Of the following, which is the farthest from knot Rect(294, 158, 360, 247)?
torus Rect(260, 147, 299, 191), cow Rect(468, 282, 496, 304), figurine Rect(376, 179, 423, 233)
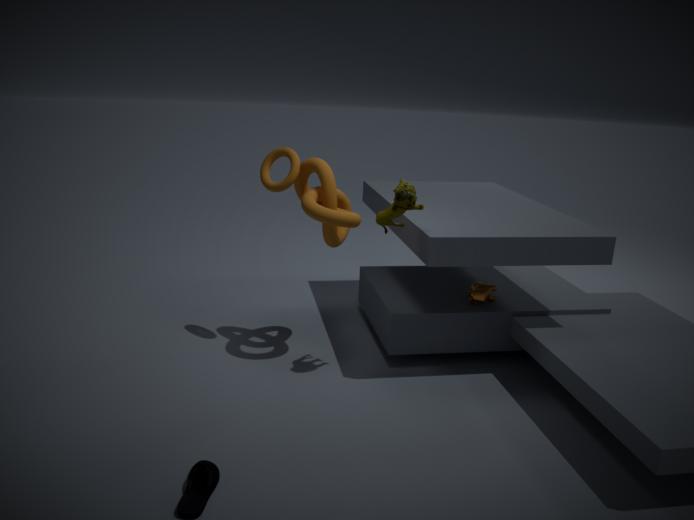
cow Rect(468, 282, 496, 304)
